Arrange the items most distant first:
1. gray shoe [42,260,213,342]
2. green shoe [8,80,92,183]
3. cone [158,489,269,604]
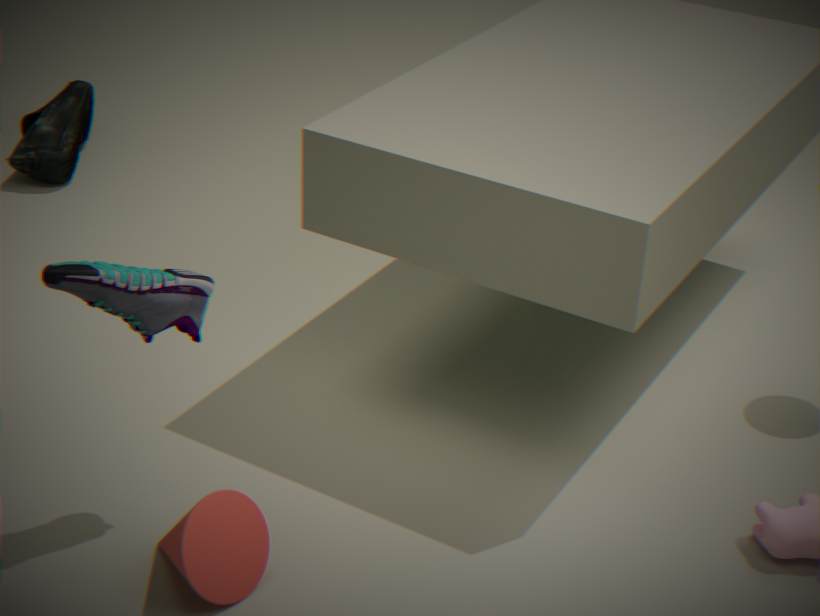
green shoe [8,80,92,183] < cone [158,489,269,604] < gray shoe [42,260,213,342]
